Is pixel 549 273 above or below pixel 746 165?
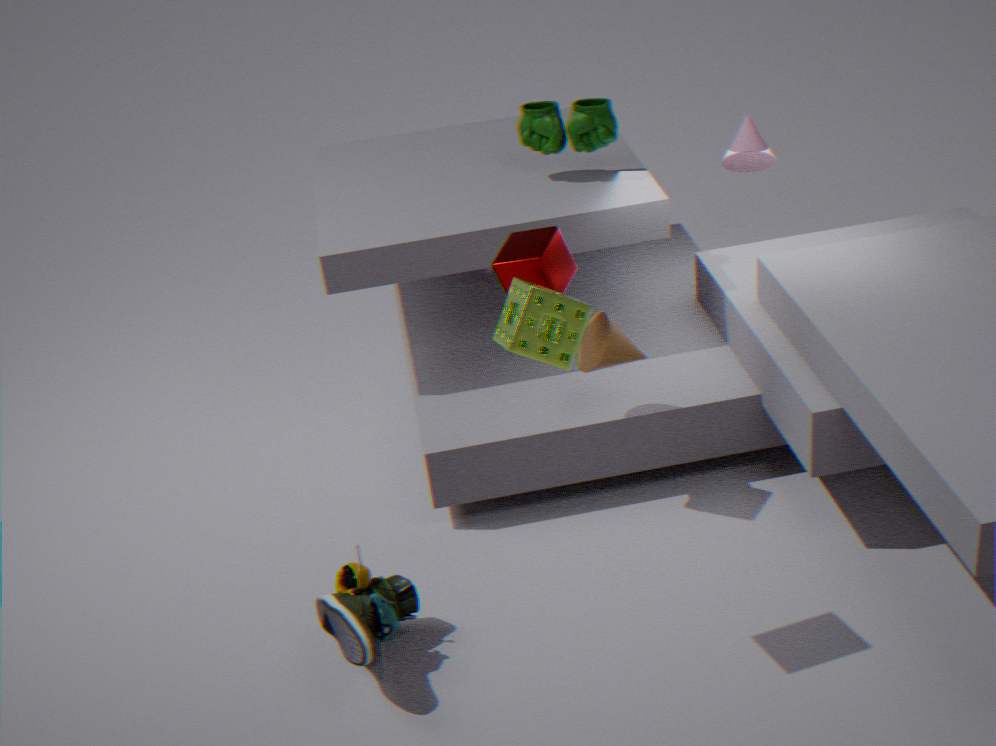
above
